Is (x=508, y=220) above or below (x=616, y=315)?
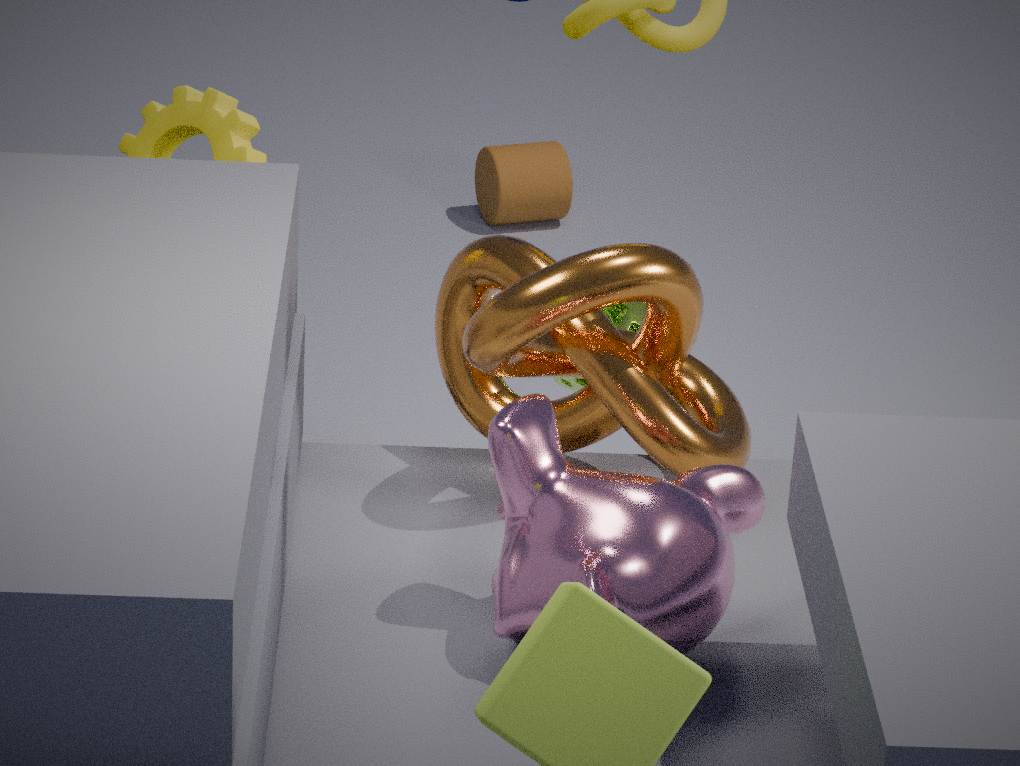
below
